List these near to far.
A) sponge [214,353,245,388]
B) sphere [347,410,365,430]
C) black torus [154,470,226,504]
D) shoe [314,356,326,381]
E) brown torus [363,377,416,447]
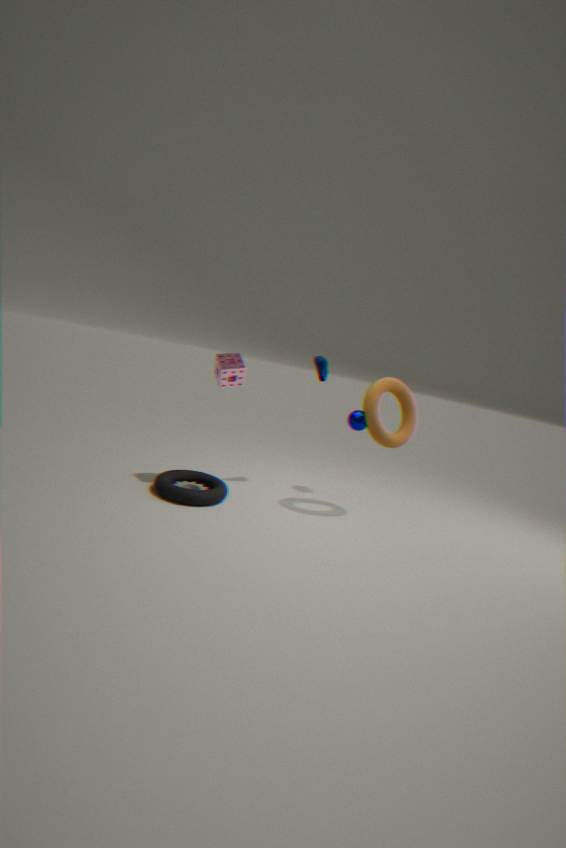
black torus [154,470,226,504], sponge [214,353,245,388], brown torus [363,377,416,447], shoe [314,356,326,381], sphere [347,410,365,430]
